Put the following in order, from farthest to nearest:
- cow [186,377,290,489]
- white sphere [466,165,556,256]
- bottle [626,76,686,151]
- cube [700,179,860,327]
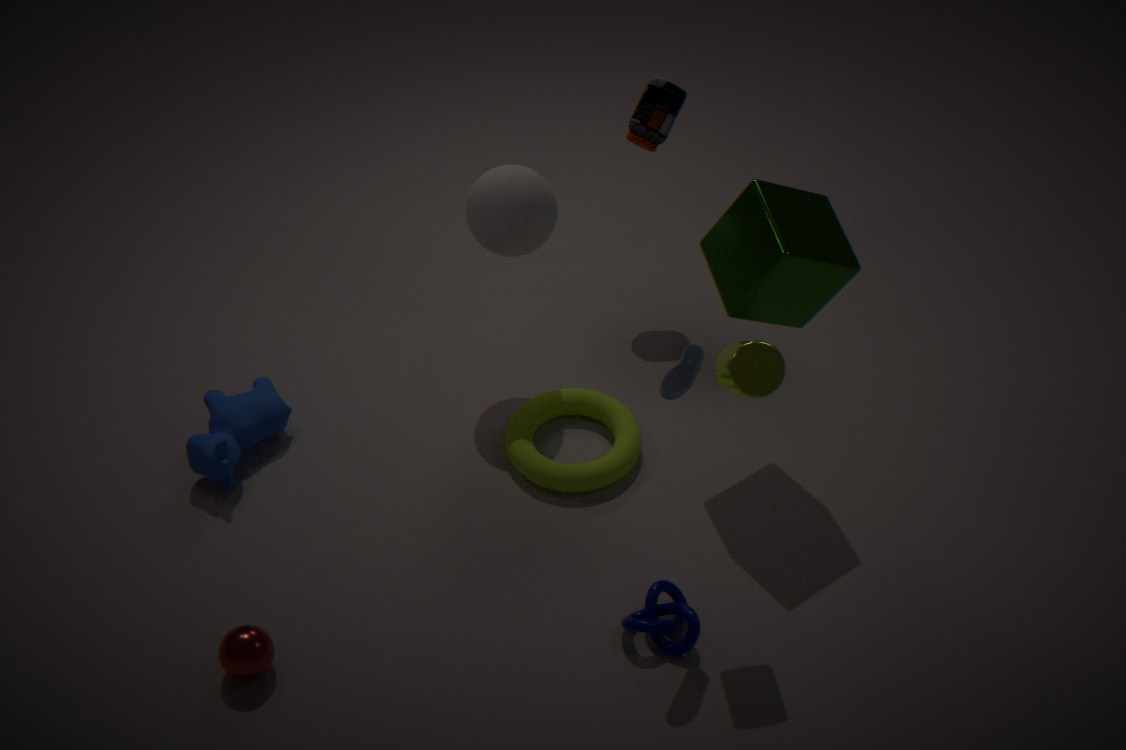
bottle [626,76,686,151], white sphere [466,165,556,256], cow [186,377,290,489], cube [700,179,860,327]
